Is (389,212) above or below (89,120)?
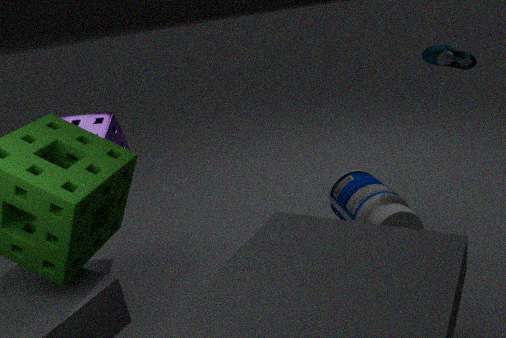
below
